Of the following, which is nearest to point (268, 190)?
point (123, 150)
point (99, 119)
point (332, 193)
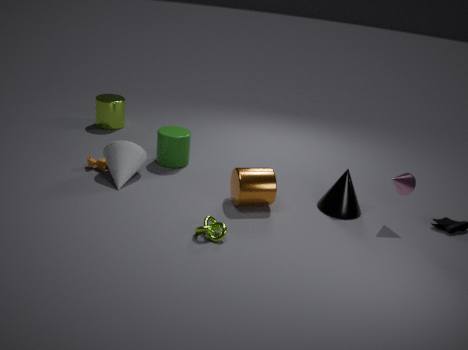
point (332, 193)
